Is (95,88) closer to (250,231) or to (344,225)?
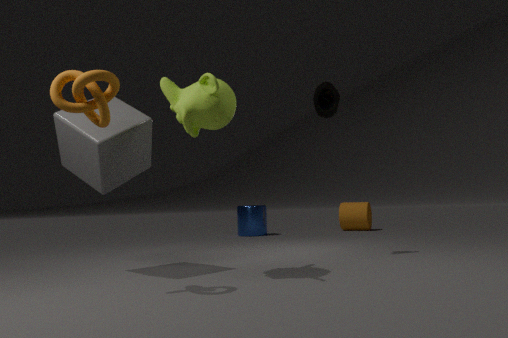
(250,231)
